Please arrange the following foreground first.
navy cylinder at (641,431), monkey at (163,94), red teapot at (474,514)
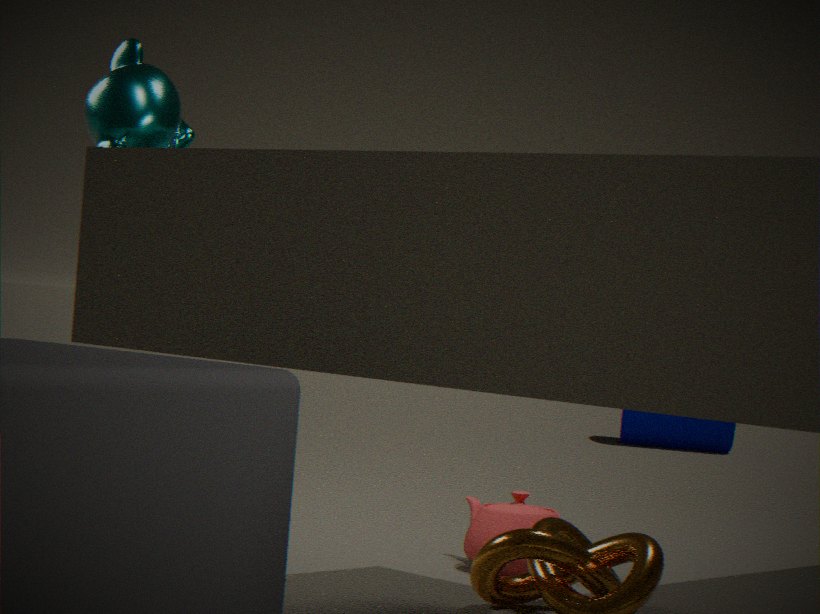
monkey at (163,94)
red teapot at (474,514)
navy cylinder at (641,431)
